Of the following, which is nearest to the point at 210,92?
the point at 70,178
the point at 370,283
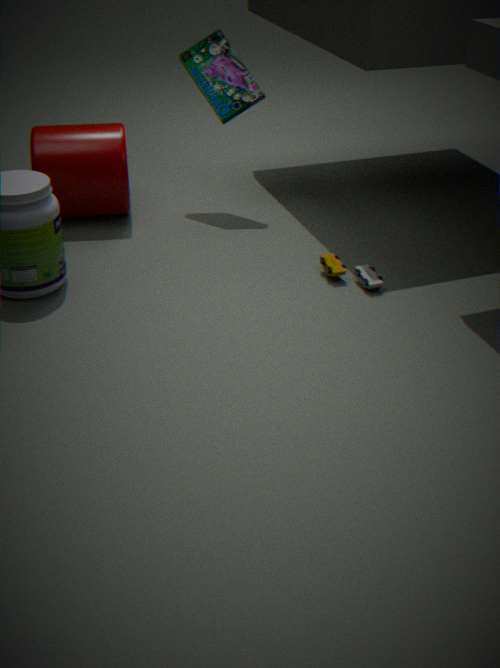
the point at 70,178
